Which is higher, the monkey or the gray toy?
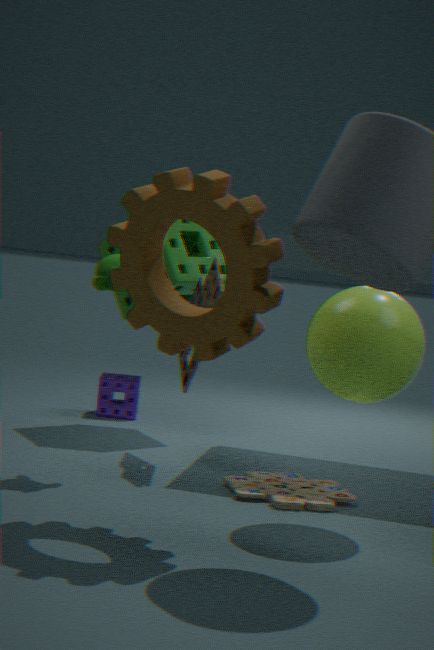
the monkey
